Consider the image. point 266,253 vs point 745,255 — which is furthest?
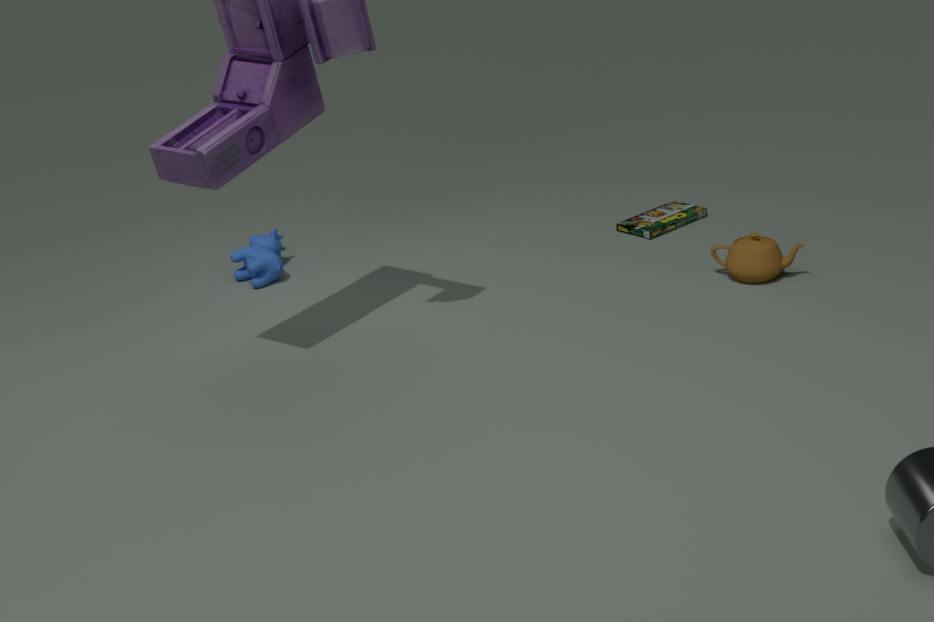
point 266,253
